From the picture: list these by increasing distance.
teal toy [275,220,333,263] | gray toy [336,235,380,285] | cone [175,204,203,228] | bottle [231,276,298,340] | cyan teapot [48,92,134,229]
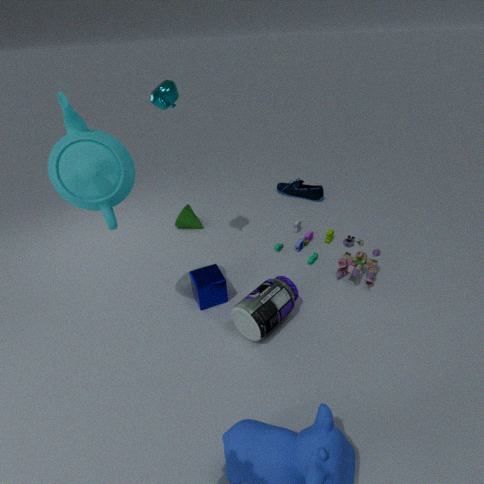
cyan teapot [48,92,134,229]
bottle [231,276,298,340]
gray toy [336,235,380,285]
teal toy [275,220,333,263]
cone [175,204,203,228]
